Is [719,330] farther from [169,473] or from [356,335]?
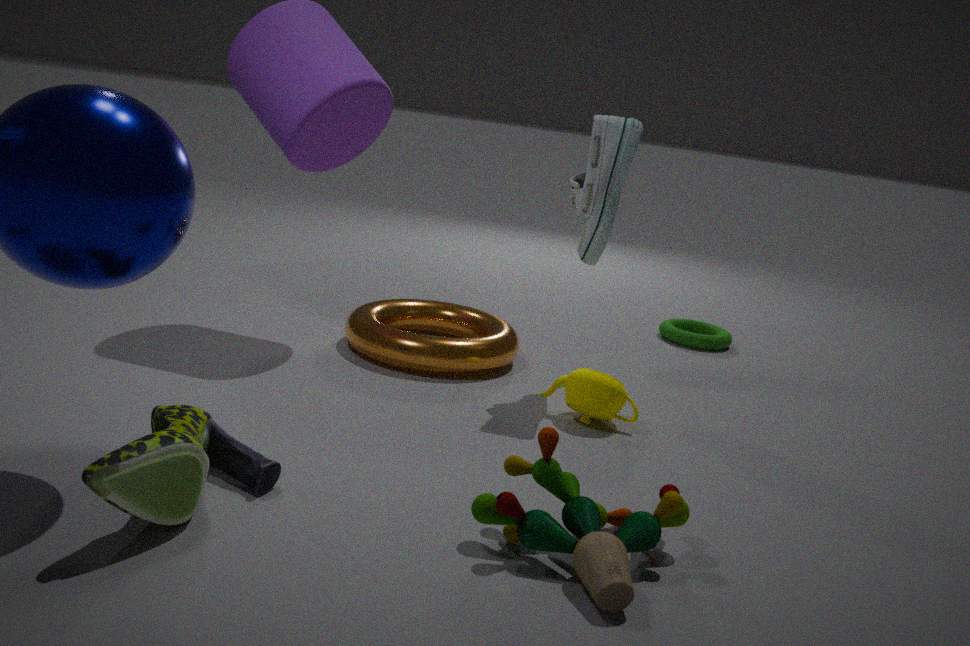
[169,473]
